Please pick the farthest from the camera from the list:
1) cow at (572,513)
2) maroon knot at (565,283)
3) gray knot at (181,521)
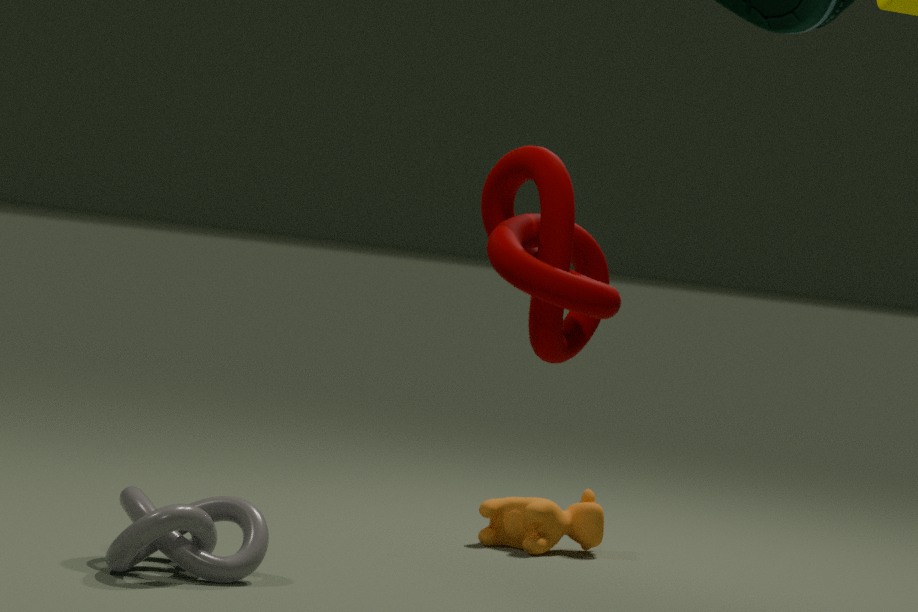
1. cow at (572,513)
